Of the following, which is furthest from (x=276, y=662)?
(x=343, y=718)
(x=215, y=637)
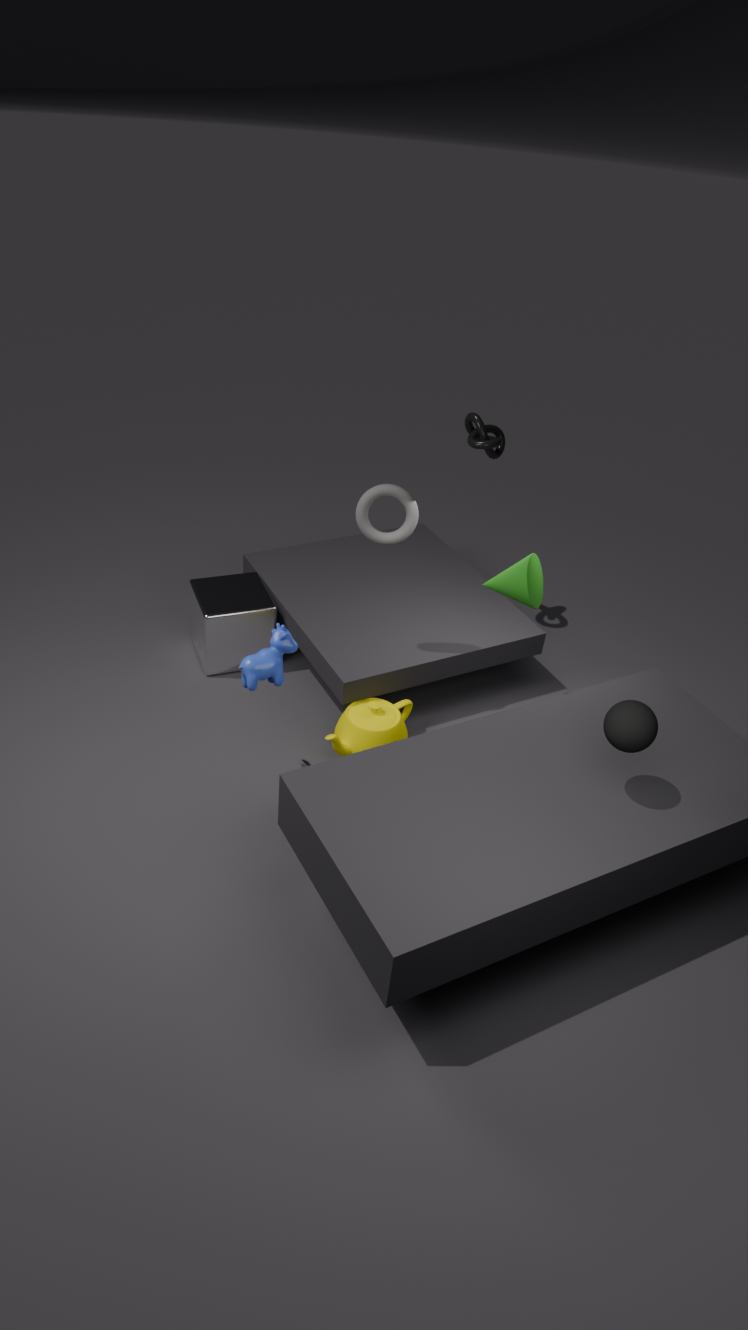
(x=215, y=637)
